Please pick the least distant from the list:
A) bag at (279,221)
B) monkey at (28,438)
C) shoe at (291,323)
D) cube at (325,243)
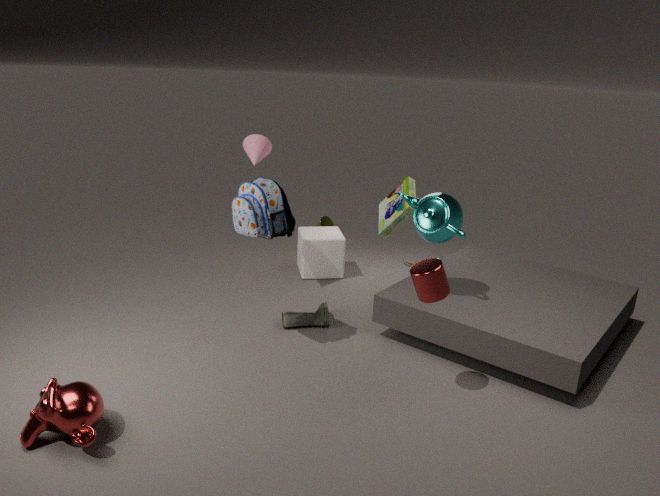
monkey at (28,438)
